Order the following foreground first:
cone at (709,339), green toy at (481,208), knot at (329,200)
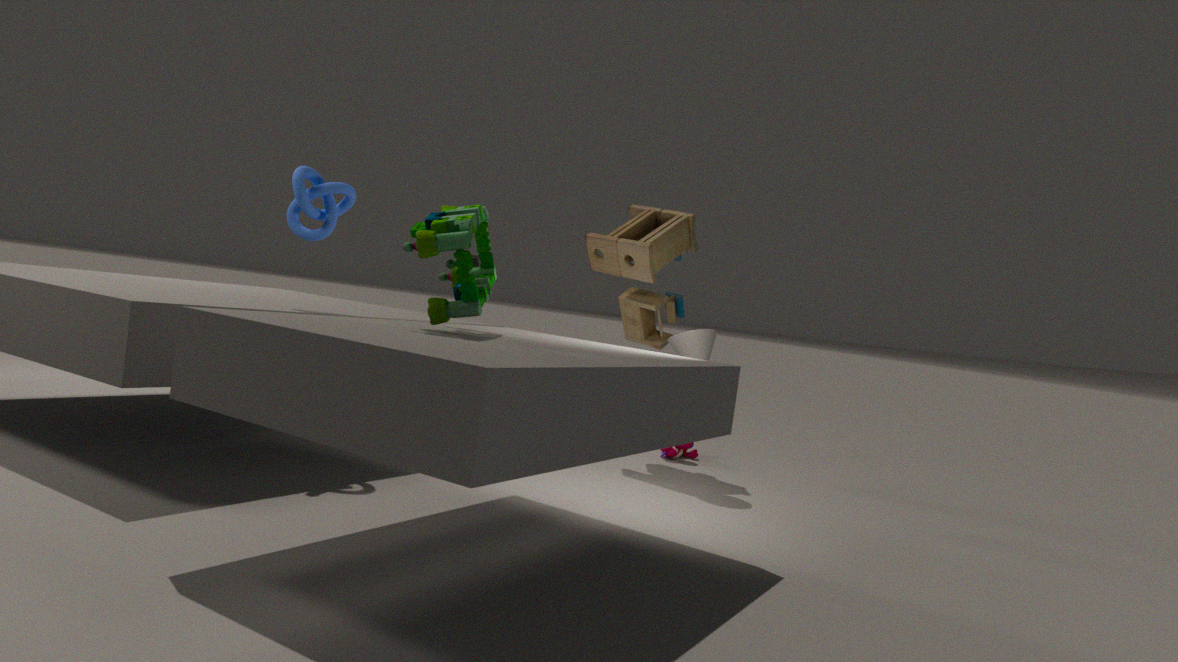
green toy at (481,208)
knot at (329,200)
cone at (709,339)
